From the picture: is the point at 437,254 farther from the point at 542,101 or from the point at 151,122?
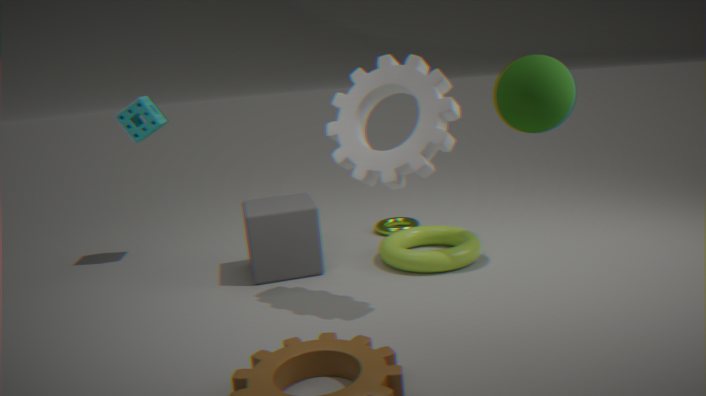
the point at 151,122
